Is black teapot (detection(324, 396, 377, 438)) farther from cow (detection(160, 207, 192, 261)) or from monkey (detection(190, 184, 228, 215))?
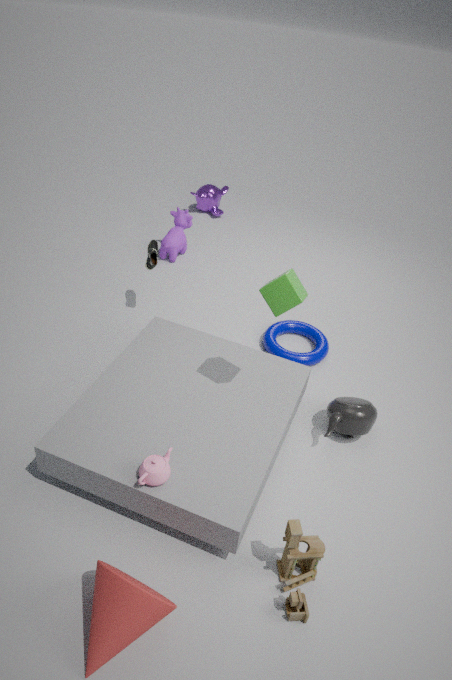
monkey (detection(190, 184, 228, 215))
